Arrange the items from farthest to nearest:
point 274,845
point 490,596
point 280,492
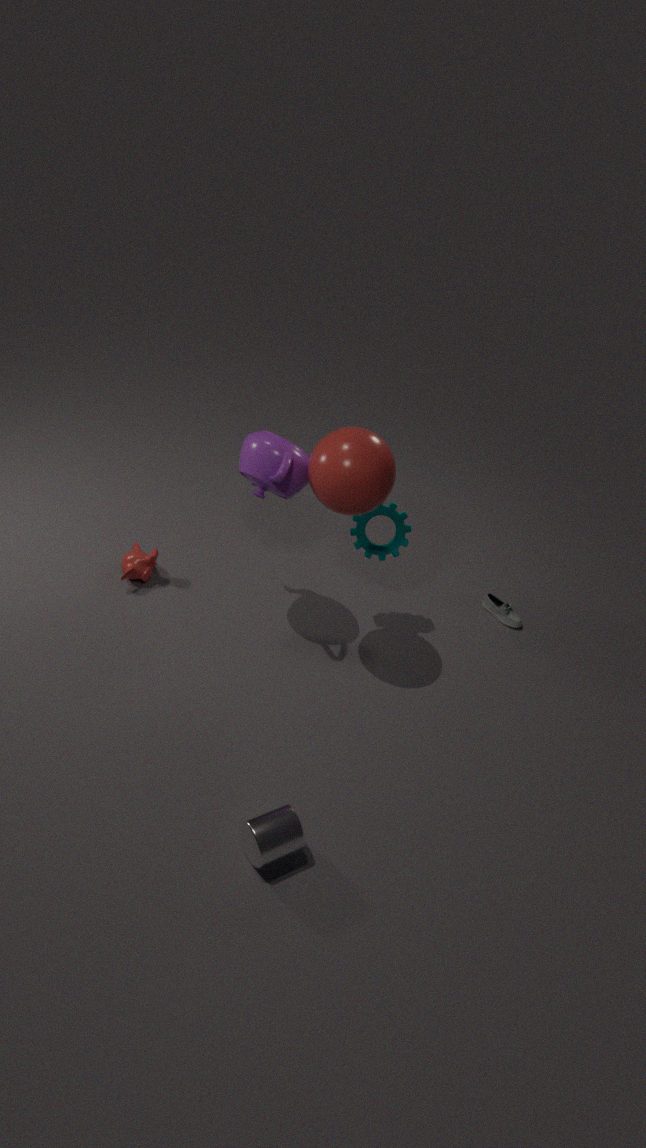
point 490,596, point 280,492, point 274,845
